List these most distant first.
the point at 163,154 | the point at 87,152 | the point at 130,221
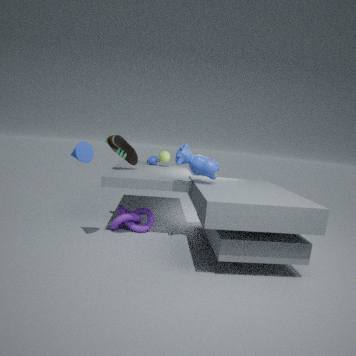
the point at 163,154, the point at 130,221, the point at 87,152
